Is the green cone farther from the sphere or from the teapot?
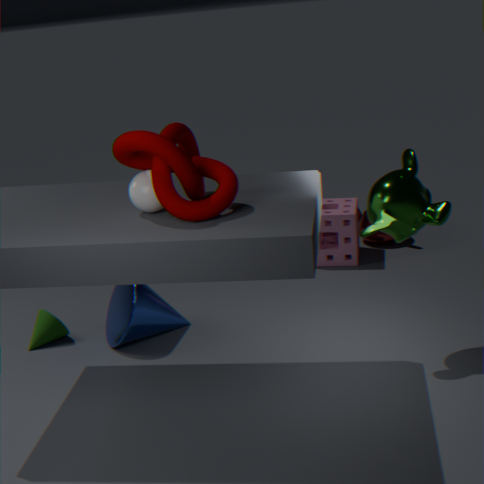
the teapot
